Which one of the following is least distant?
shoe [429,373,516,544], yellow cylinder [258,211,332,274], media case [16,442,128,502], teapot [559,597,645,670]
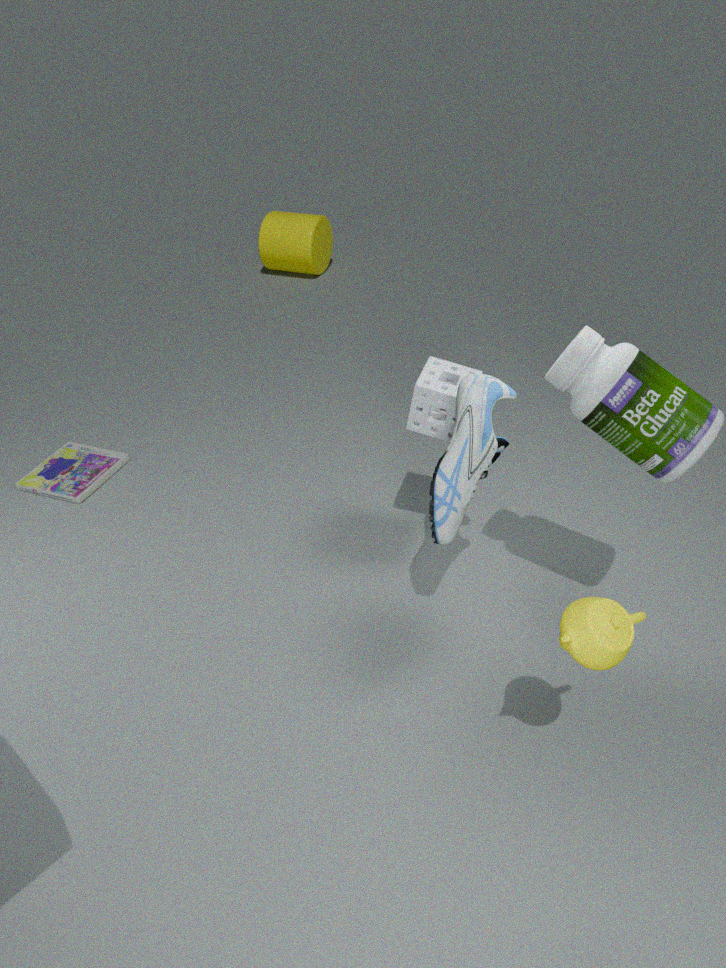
teapot [559,597,645,670]
